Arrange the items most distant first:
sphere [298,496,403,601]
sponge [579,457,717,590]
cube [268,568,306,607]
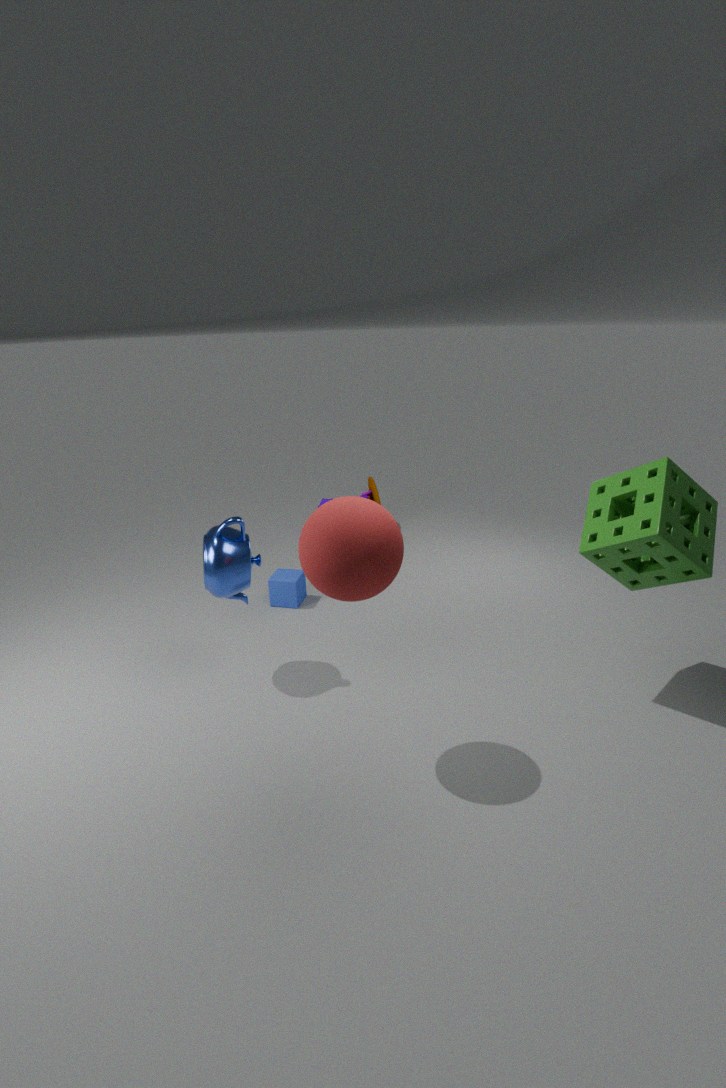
cube [268,568,306,607] → sponge [579,457,717,590] → sphere [298,496,403,601]
